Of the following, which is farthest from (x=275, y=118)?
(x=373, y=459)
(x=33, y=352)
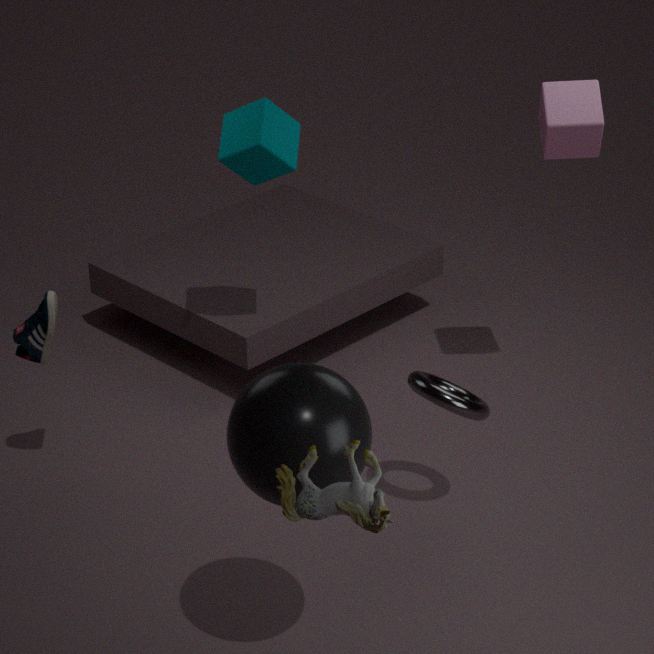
(x=373, y=459)
